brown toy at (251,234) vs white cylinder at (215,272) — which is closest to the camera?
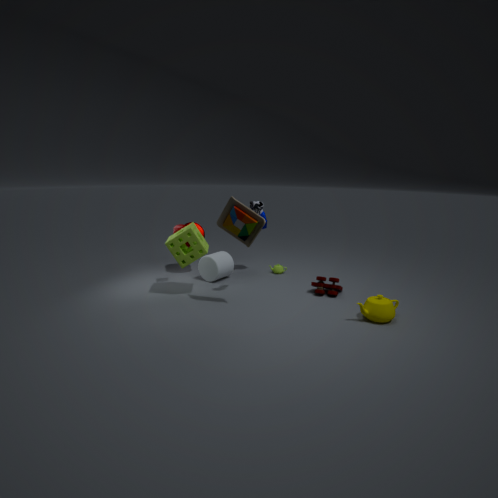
brown toy at (251,234)
